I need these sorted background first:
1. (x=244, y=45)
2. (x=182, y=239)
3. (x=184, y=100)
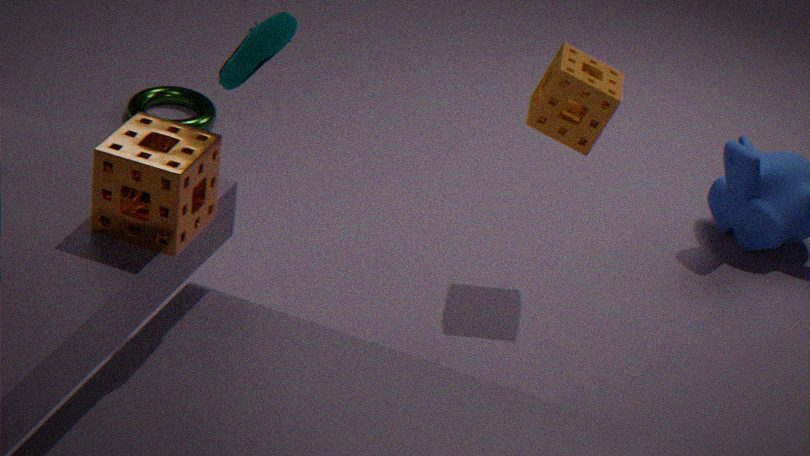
(x=184, y=100) → (x=244, y=45) → (x=182, y=239)
